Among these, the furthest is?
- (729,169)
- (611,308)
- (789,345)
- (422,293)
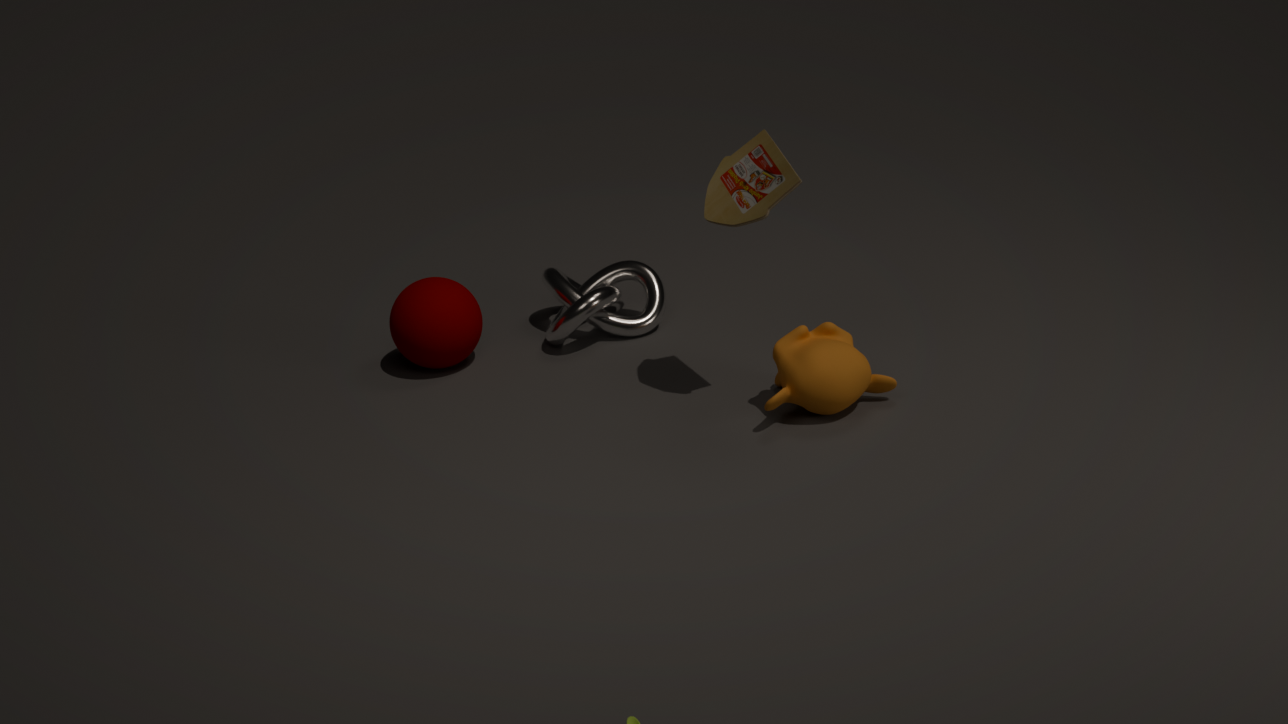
(611,308)
